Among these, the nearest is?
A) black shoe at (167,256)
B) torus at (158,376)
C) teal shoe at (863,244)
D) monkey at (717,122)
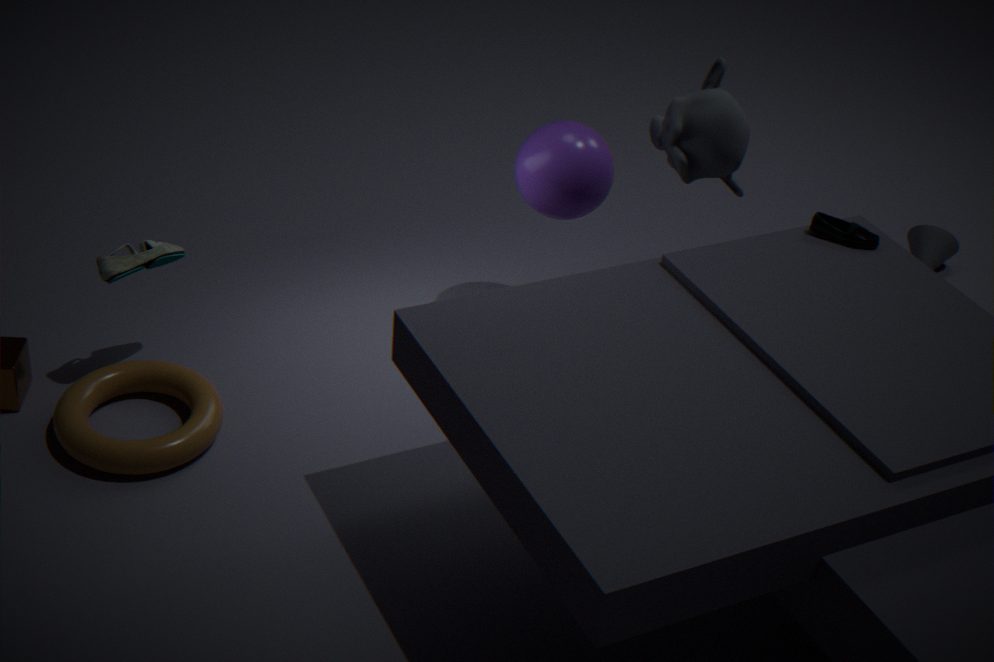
torus at (158,376)
